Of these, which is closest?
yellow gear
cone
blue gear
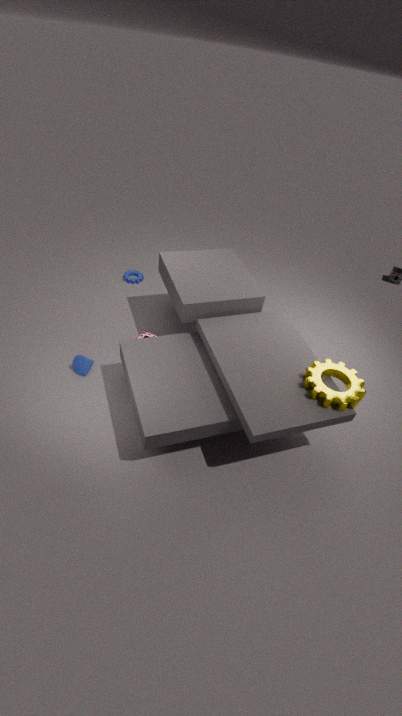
yellow gear
